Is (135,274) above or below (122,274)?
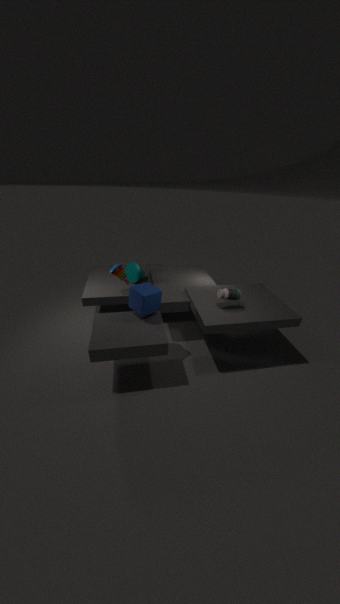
below
